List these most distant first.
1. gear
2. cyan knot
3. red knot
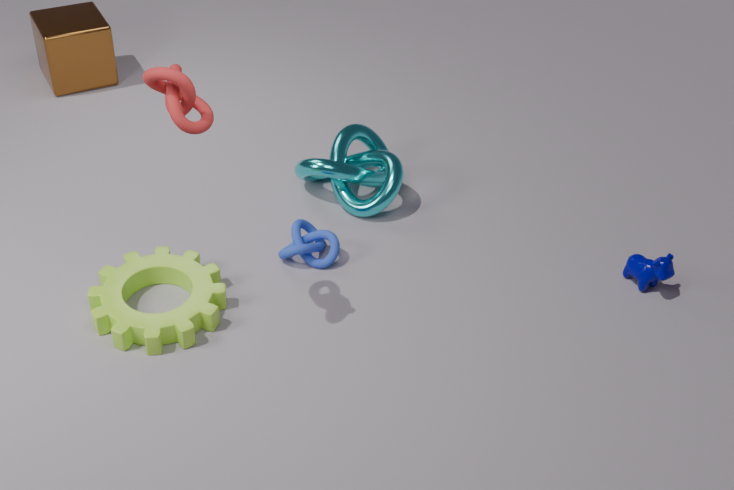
cyan knot, gear, red knot
